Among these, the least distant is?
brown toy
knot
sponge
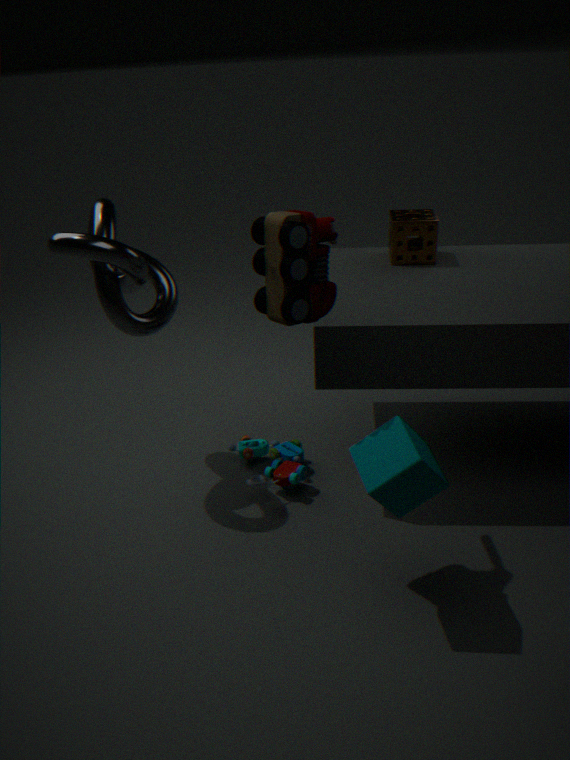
brown toy
